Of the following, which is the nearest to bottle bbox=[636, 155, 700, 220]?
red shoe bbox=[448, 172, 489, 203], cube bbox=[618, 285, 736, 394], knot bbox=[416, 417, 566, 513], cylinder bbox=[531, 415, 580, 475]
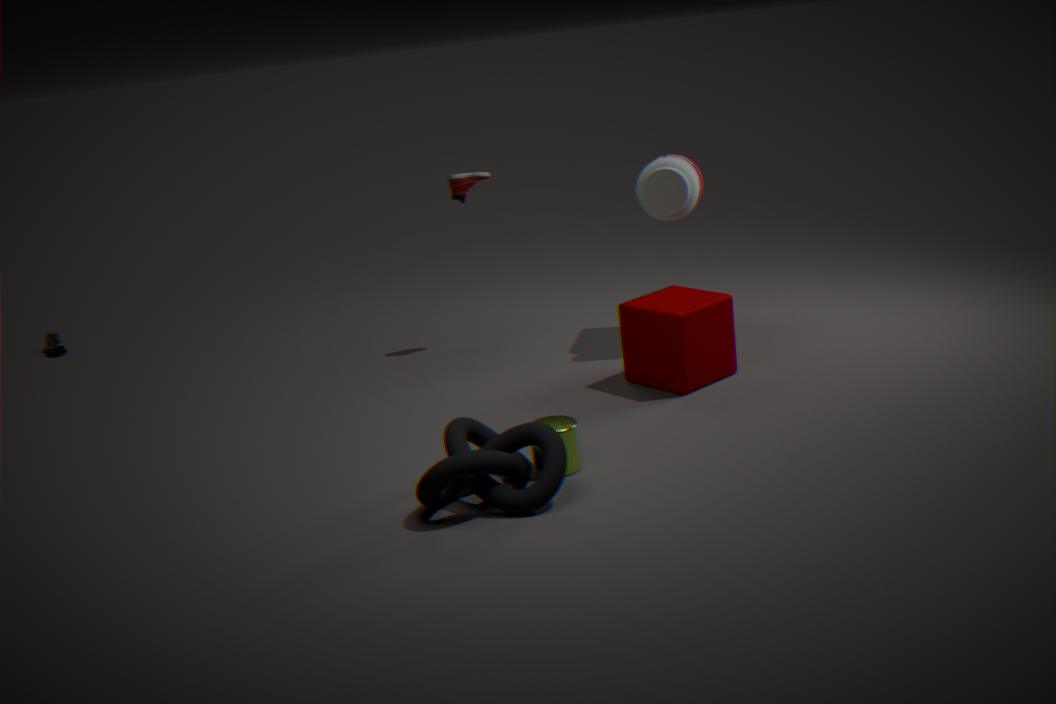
cube bbox=[618, 285, 736, 394]
